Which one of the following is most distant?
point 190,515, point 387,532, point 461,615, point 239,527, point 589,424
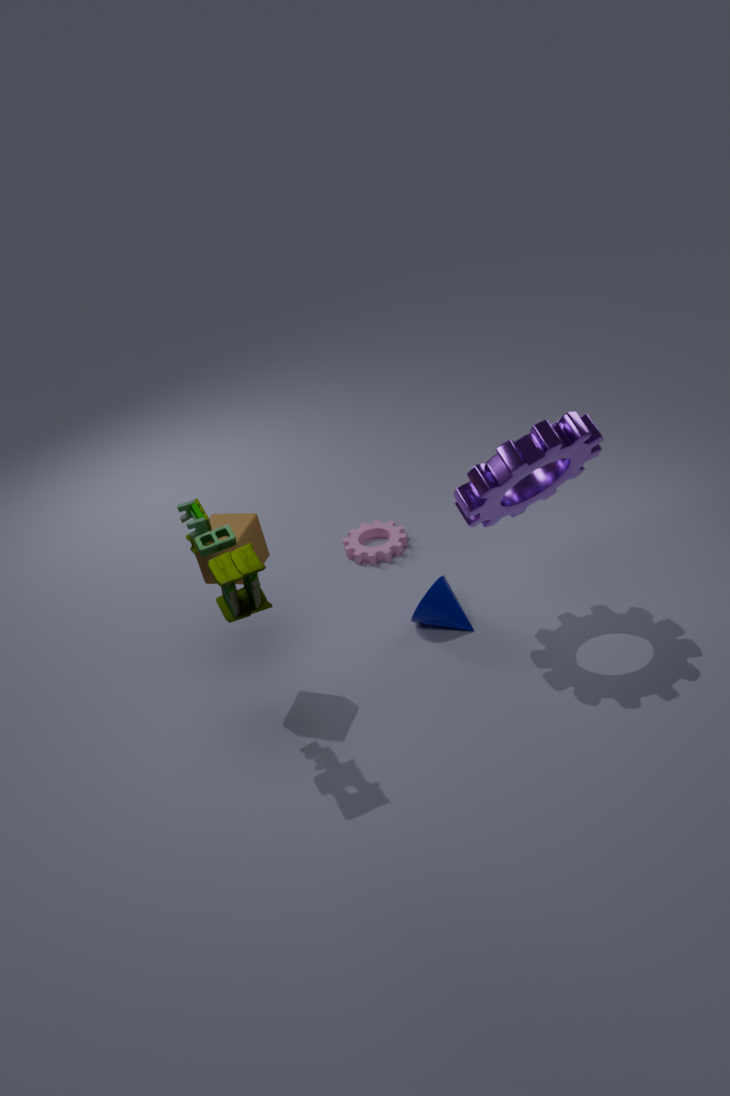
point 387,532
